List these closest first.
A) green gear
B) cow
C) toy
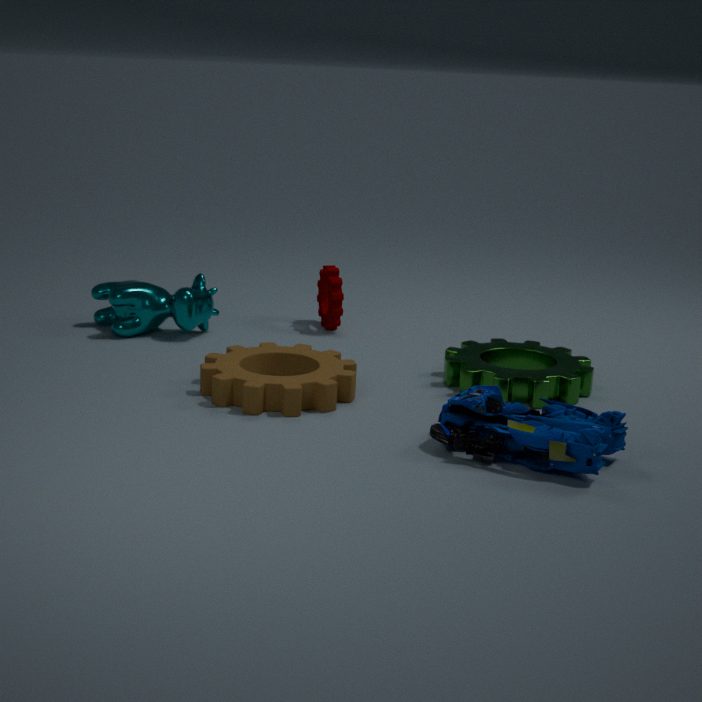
1. toy
2. green gear
3. cow
